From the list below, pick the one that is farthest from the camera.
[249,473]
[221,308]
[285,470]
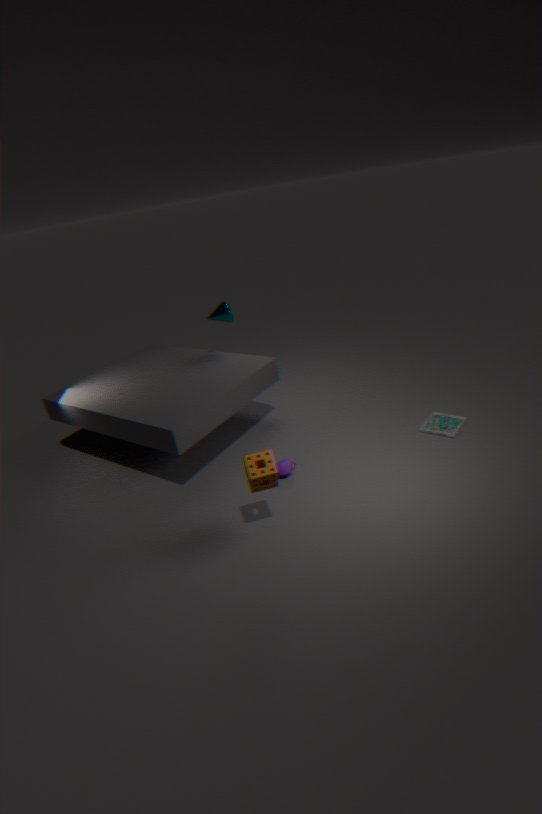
[221,308]
